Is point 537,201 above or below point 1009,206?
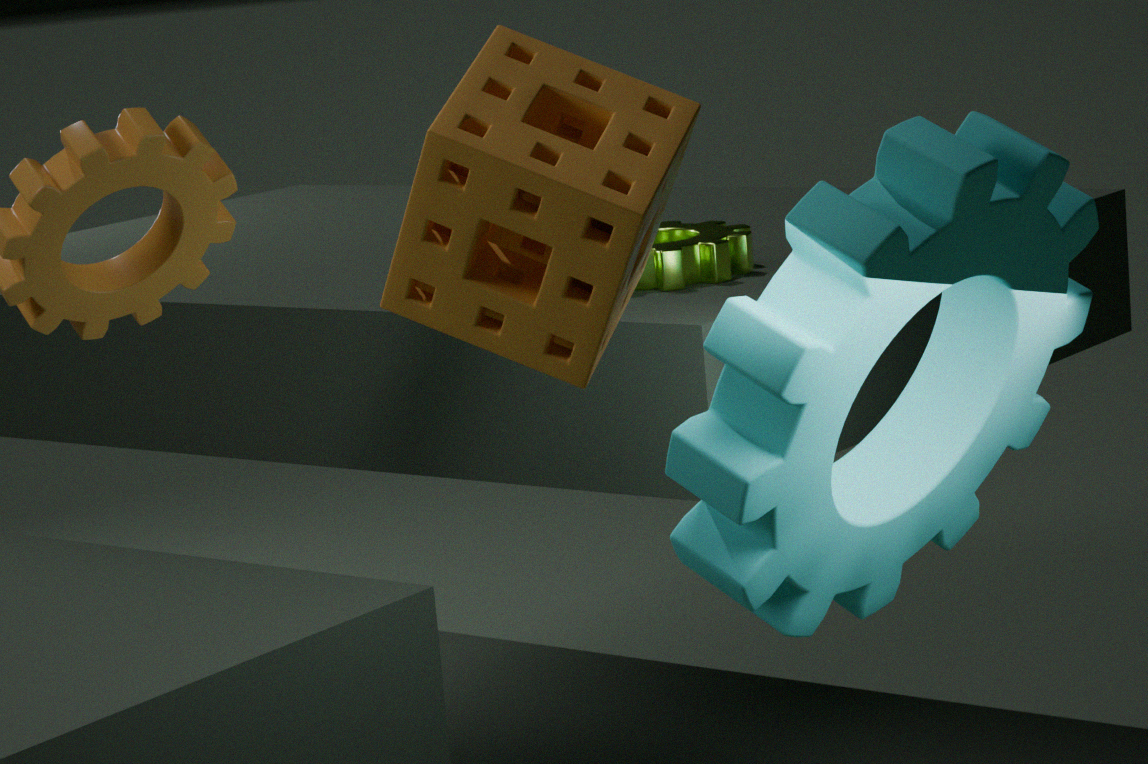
above
